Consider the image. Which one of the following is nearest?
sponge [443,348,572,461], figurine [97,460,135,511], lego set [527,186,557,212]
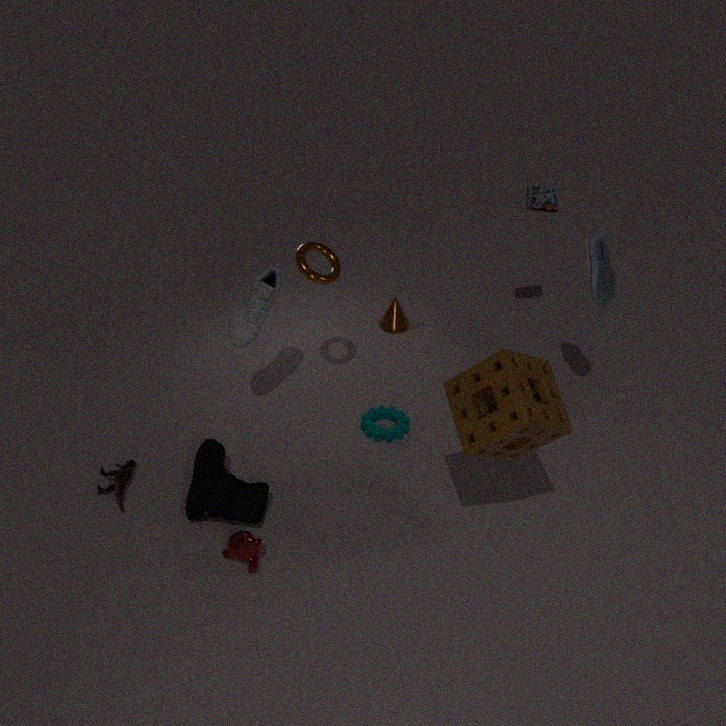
sponge [443,348,572,461]
